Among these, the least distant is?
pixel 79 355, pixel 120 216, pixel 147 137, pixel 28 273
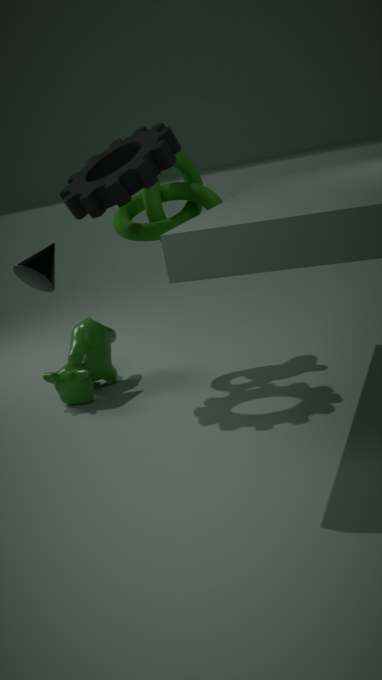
pixel 147 137
